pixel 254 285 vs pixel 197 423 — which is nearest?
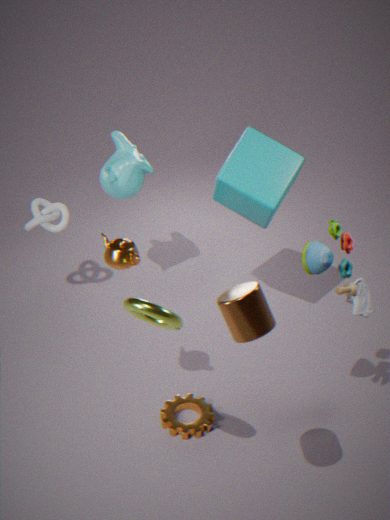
pixel 254 285
